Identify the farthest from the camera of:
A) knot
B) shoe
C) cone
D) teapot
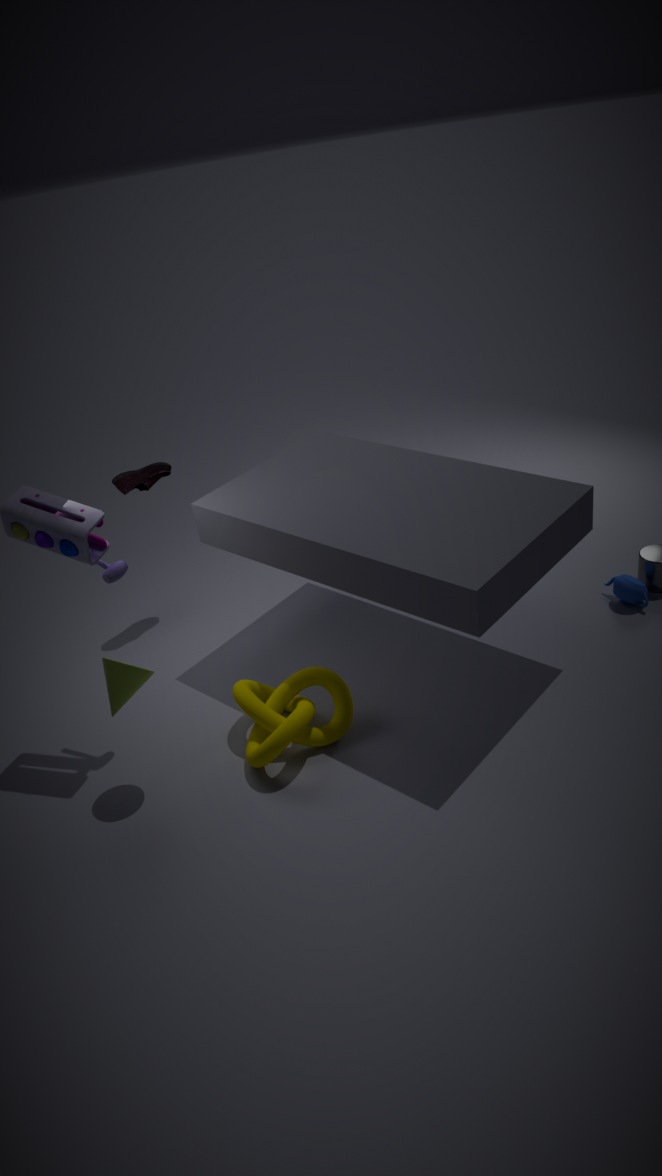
shoe
